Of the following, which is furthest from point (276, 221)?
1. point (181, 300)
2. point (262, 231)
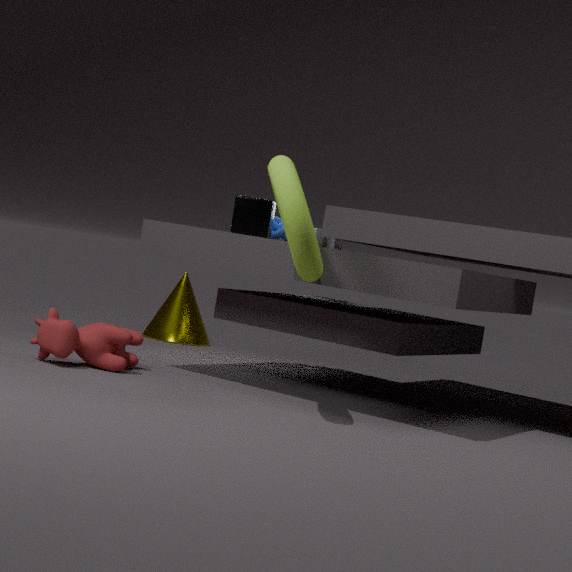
point (181, 300)
